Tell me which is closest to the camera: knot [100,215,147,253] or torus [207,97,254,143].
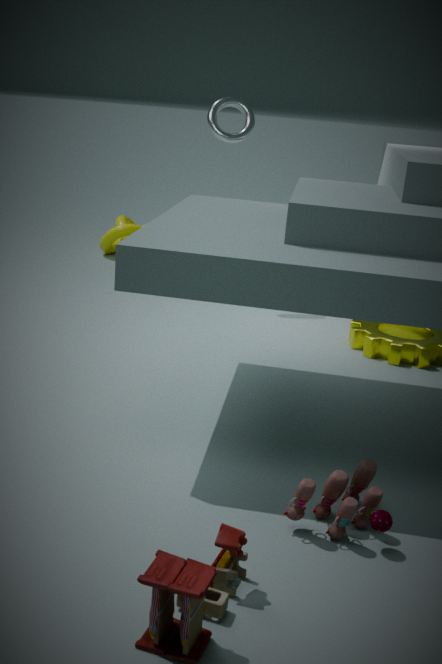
torus [207,97,254,143]
